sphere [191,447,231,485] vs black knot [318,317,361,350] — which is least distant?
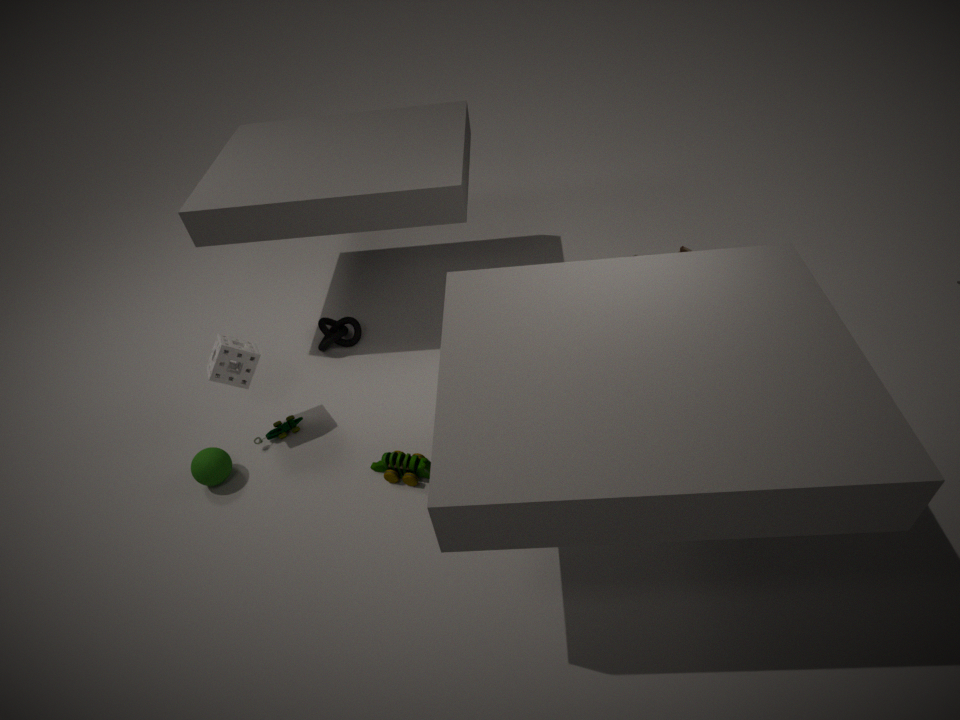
sphere [191,447,231,485]
